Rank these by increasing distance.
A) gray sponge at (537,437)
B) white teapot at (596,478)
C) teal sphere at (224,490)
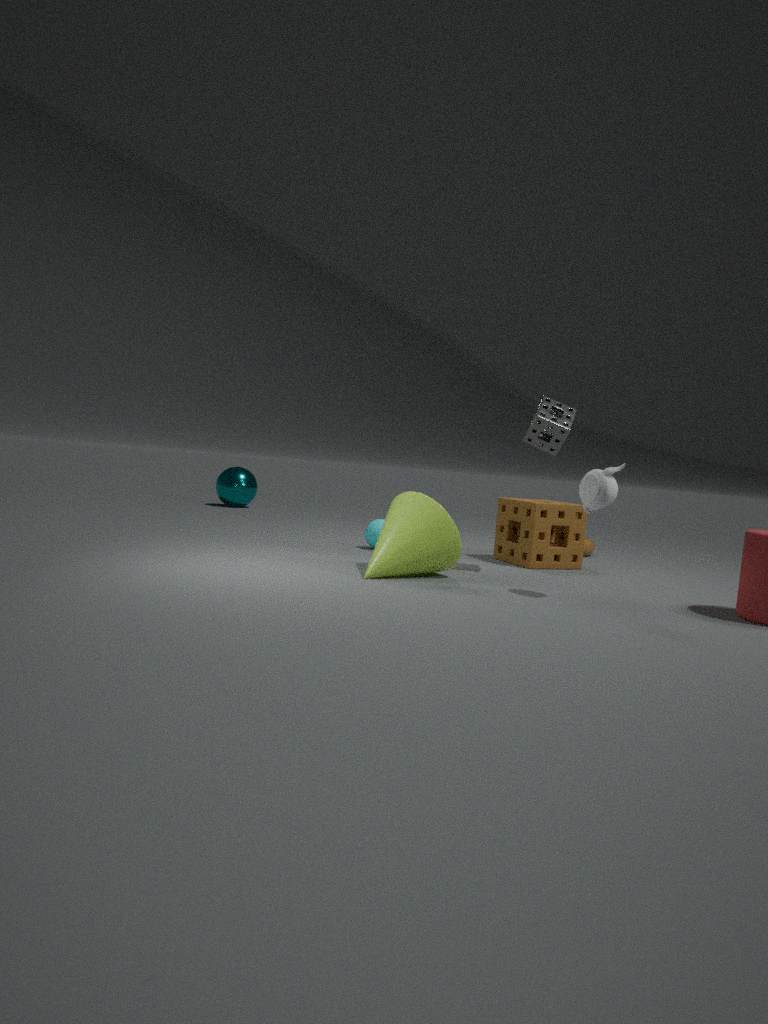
white teapot at (596,478) → gray sponge at (537,437) → teal sphere at (224,490)
